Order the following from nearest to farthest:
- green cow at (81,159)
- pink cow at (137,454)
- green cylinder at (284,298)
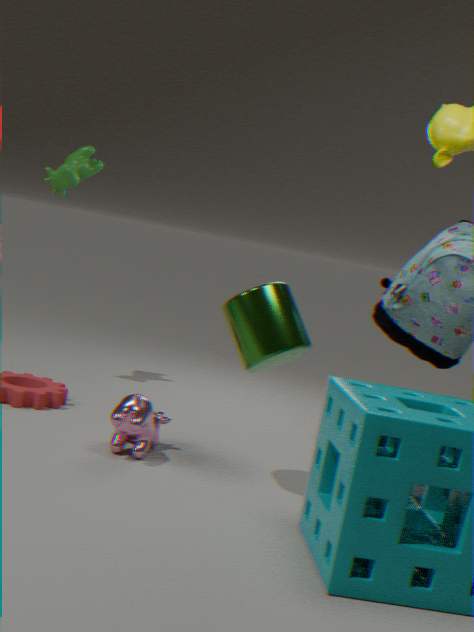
1. green cylinder at (284,298)
2. pink cow at (137,454)
3. green cow at (81,159)
